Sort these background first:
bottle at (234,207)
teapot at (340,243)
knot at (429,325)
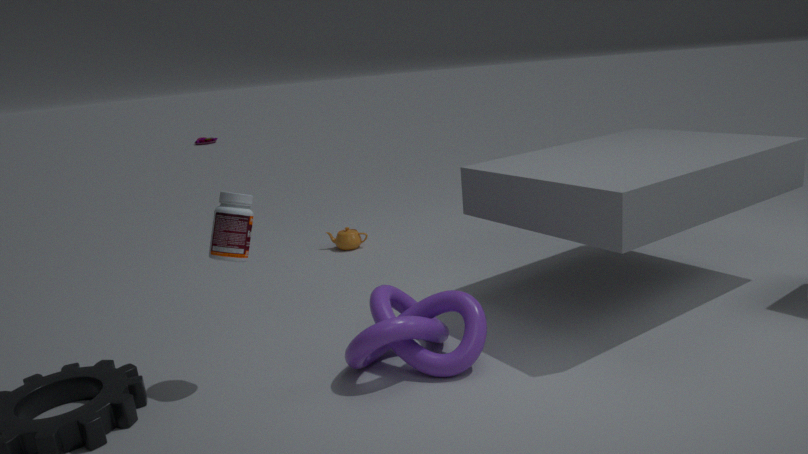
teapot at (340,243) → bottle at (234,207) → knot at (429,325)
